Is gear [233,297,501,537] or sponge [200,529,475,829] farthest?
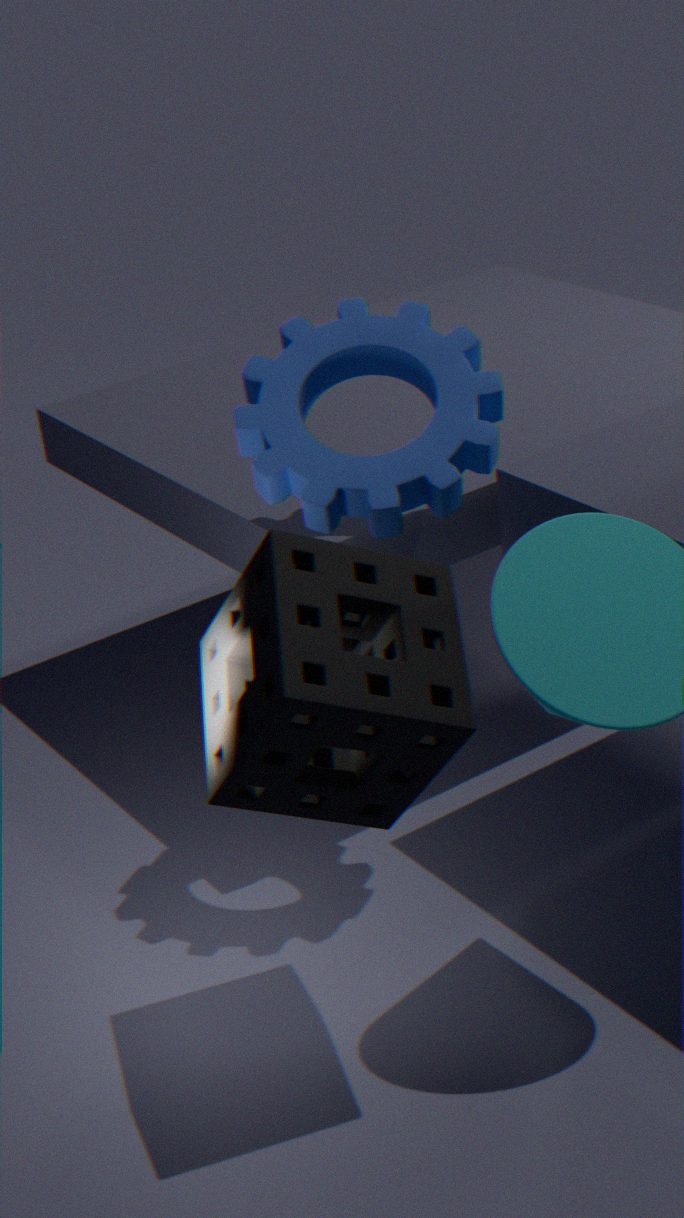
gear [233,297,501,537]
